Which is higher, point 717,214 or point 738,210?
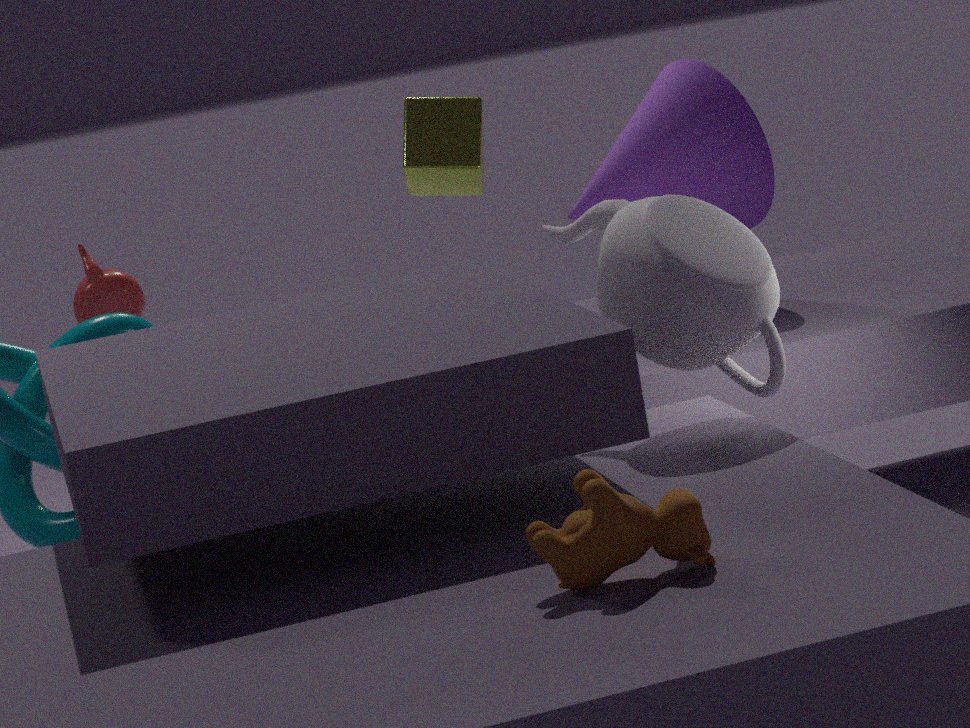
point 738,210
